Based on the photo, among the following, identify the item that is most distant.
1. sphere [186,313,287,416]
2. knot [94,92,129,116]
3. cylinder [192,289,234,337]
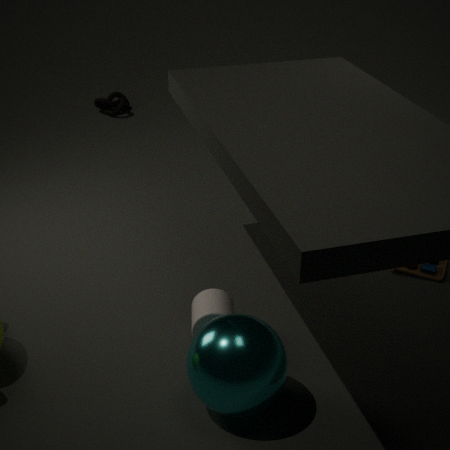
knot [94,92,129,116]
